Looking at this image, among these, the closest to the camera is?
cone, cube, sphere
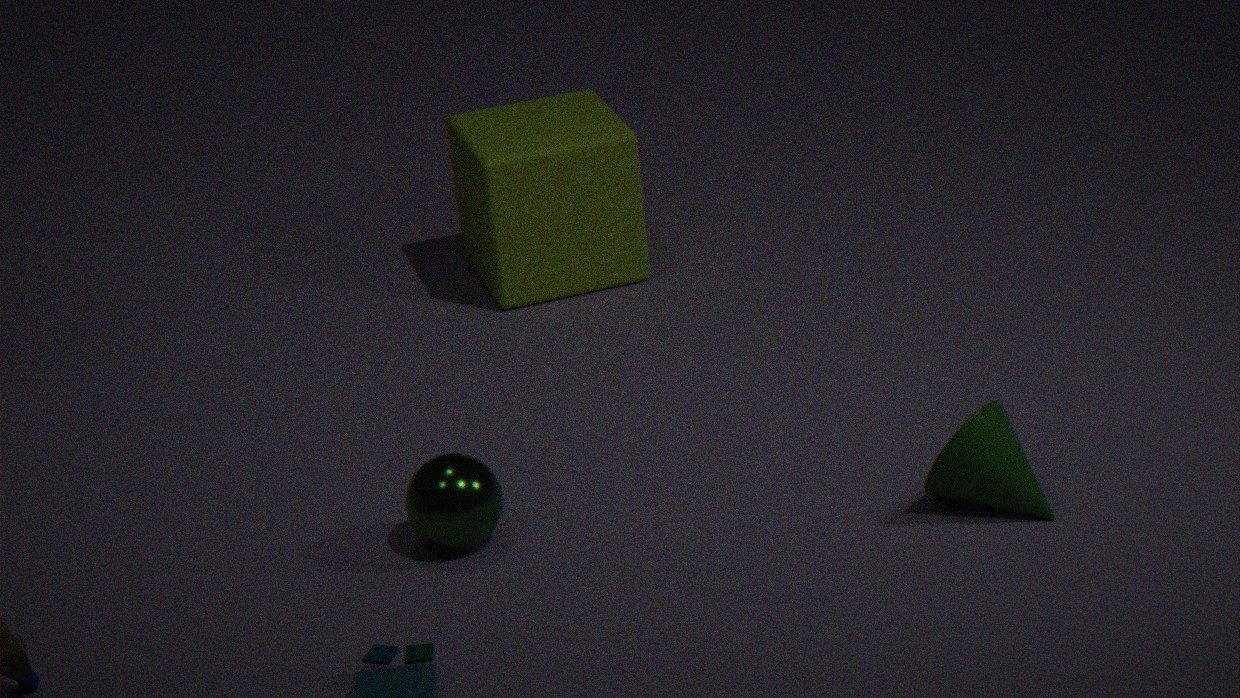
cone
